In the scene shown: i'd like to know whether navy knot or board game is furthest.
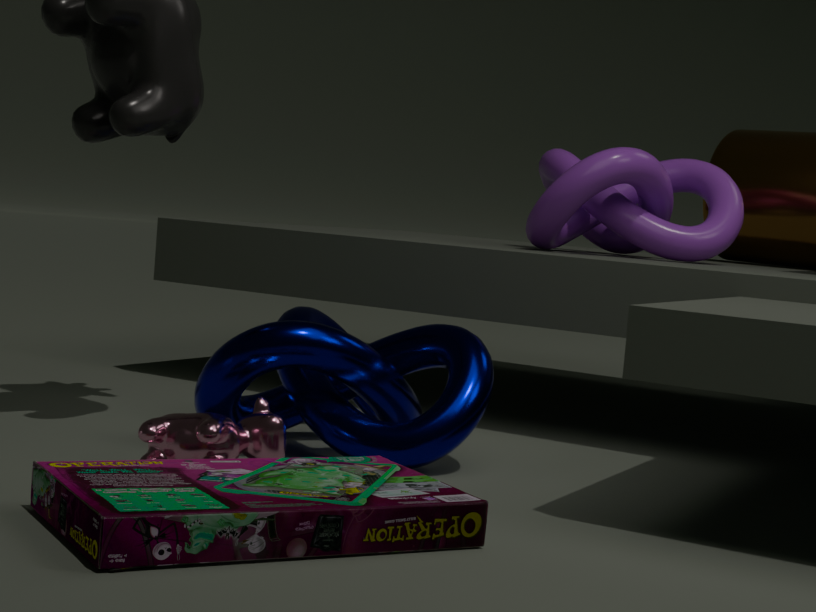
navy knot
